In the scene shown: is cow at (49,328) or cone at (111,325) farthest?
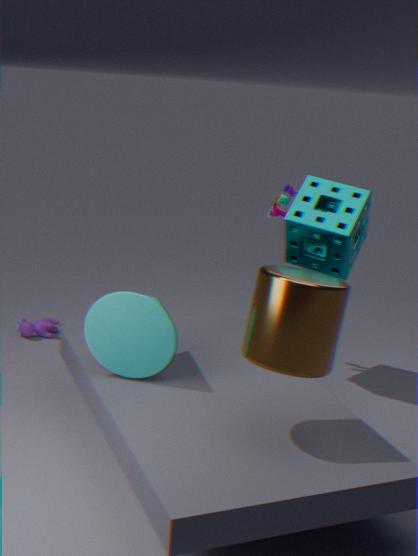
cow at (49,328)
